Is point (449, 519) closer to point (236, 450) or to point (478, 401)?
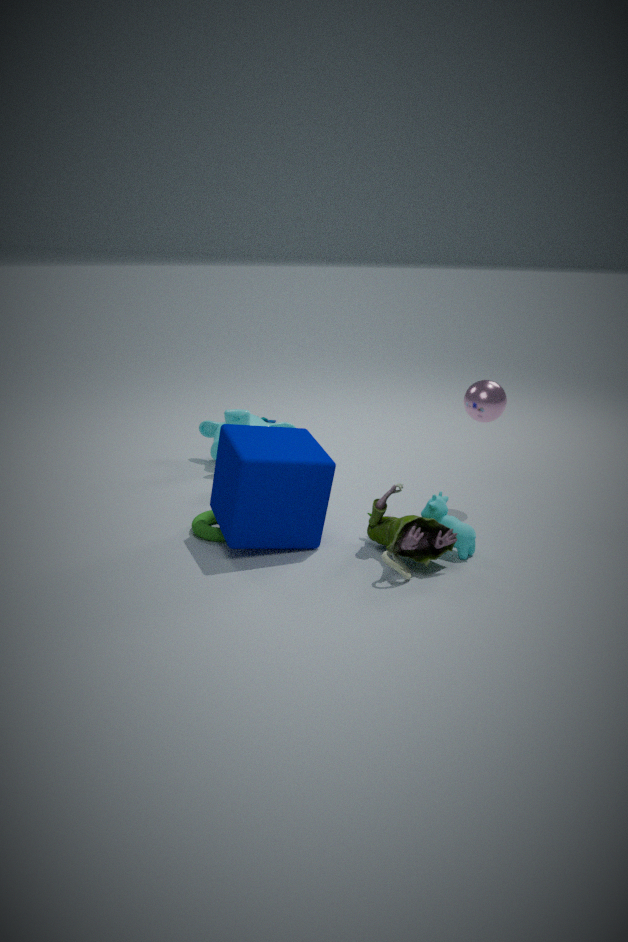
point (478, 401)
